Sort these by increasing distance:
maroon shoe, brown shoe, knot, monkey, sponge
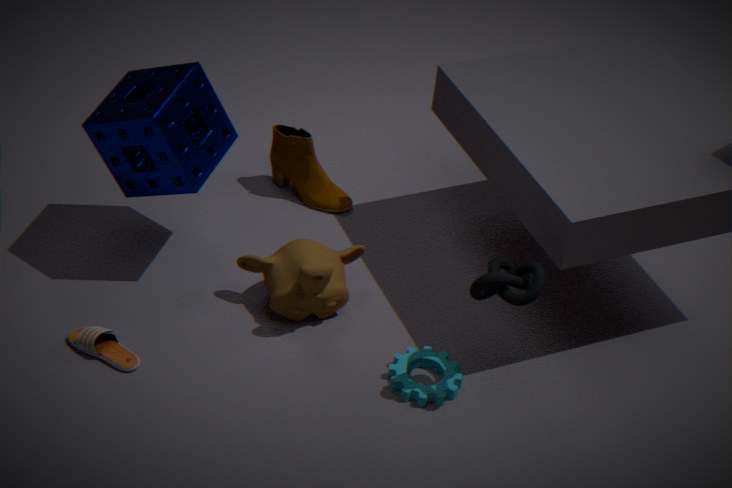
1. knot
2. brown shoe
3. sponge
4. monkey
5. maroon shoe
